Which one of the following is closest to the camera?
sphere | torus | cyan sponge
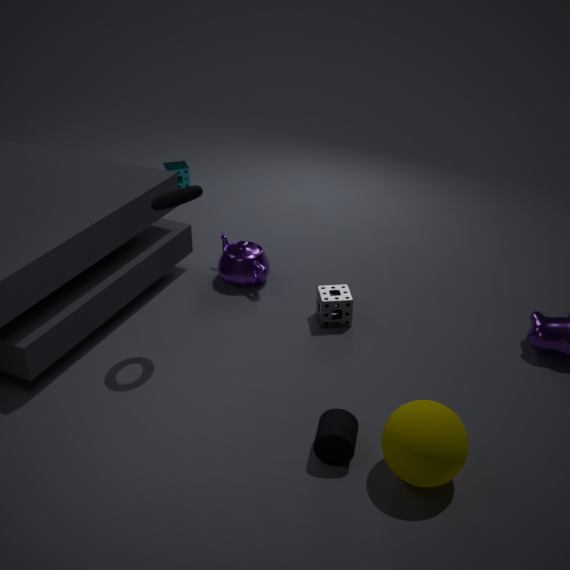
sphere
